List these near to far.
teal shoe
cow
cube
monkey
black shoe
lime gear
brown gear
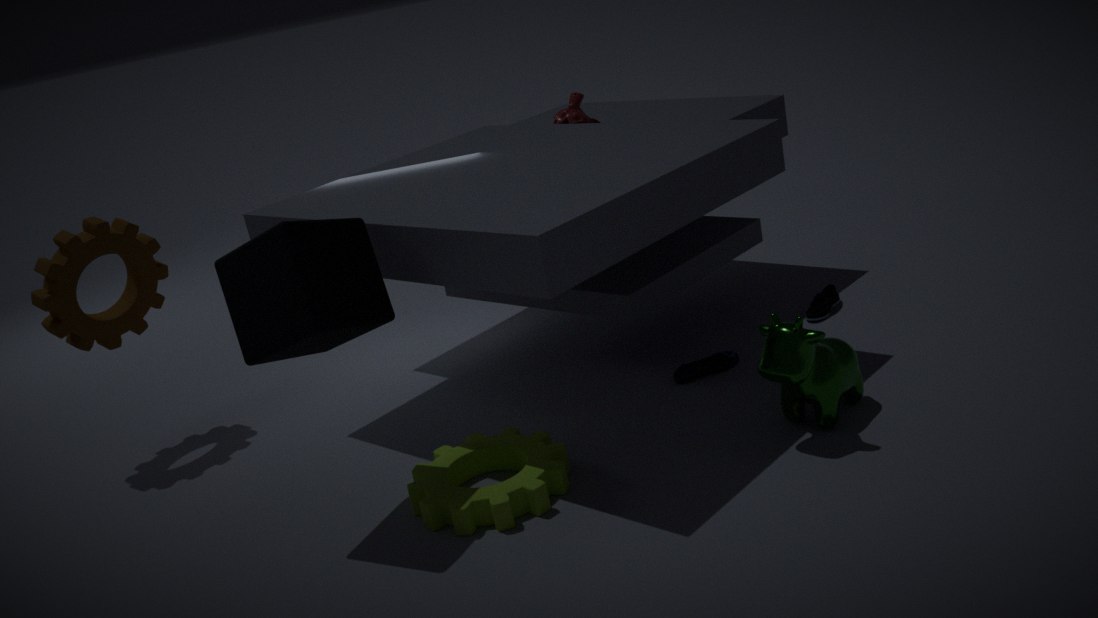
cube < lime gear < cow < brown gear < teal shoe < black shoe < monkey
